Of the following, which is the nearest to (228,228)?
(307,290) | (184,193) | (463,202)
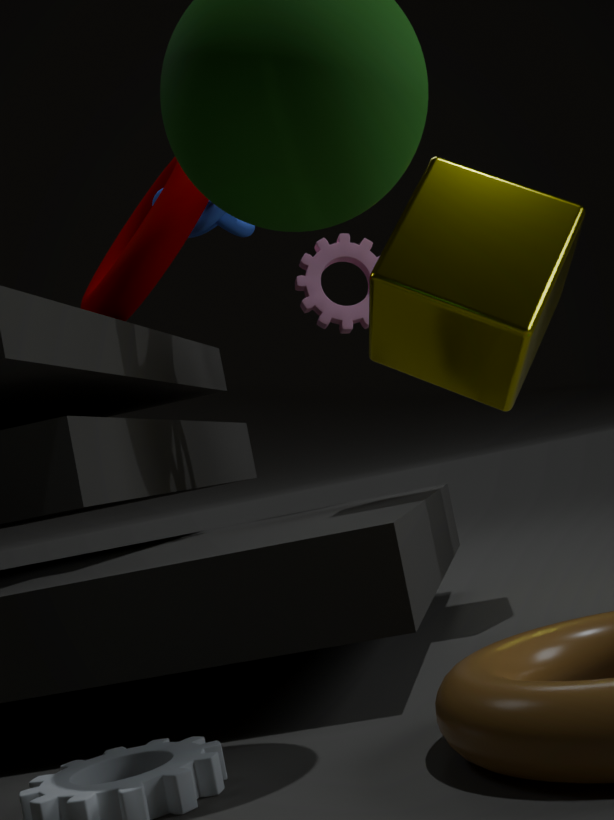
(184,193)
